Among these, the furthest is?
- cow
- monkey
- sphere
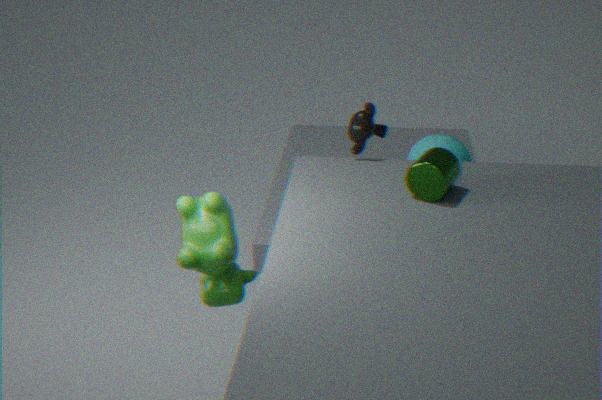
sphere
